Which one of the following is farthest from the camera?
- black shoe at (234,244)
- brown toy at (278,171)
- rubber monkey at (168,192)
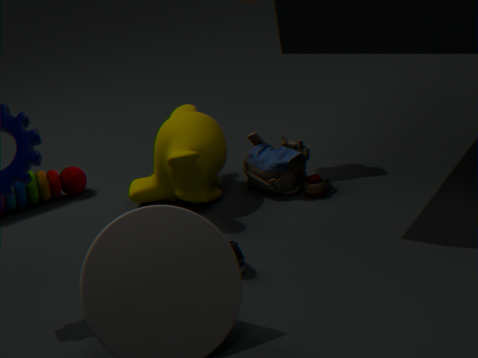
brown toy at (278,171)
